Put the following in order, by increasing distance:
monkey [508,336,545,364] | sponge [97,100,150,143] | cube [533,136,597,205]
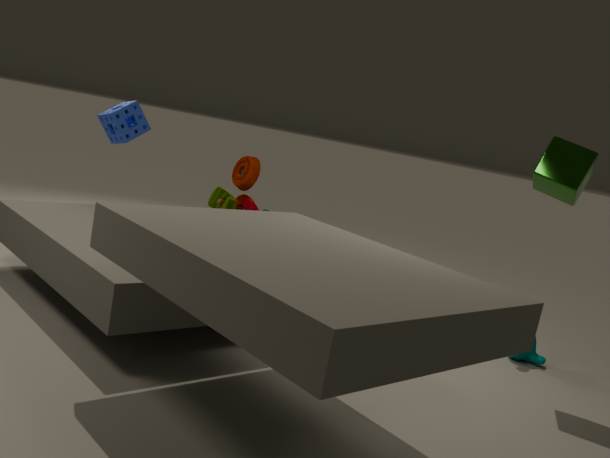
cube [533,136,597,205] < monkey [508,336,545,364] < sponge [97,100,150,143]
